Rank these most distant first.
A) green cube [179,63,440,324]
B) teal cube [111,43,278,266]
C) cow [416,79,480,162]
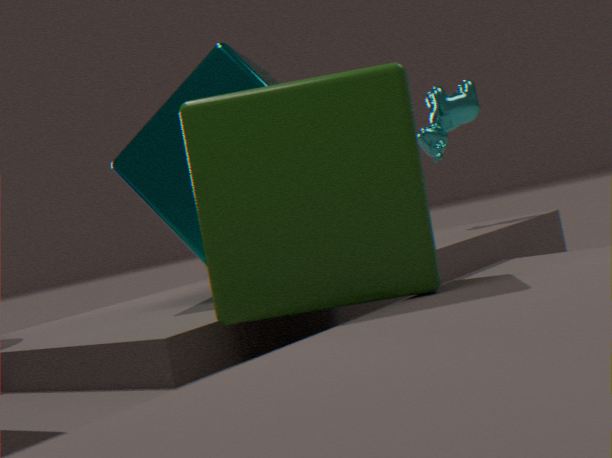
1. cow [416,79,480,162]
2. teal cube [111,43,278,266]
3. green cube [179,63,440,324]
